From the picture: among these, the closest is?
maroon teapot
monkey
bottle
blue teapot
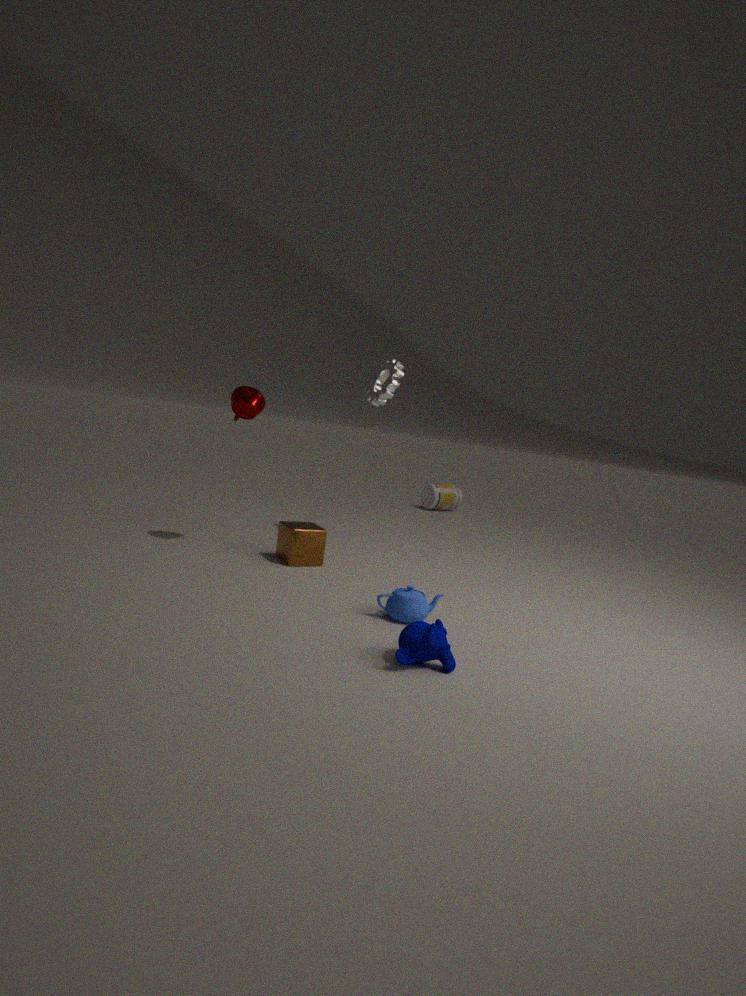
monkey
